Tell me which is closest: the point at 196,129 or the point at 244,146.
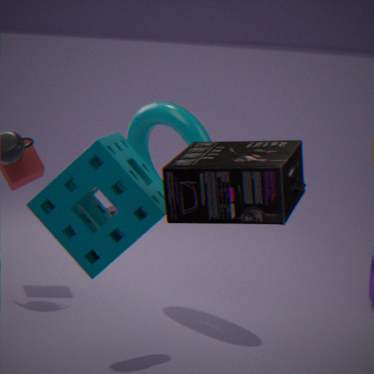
the point at 244,146
